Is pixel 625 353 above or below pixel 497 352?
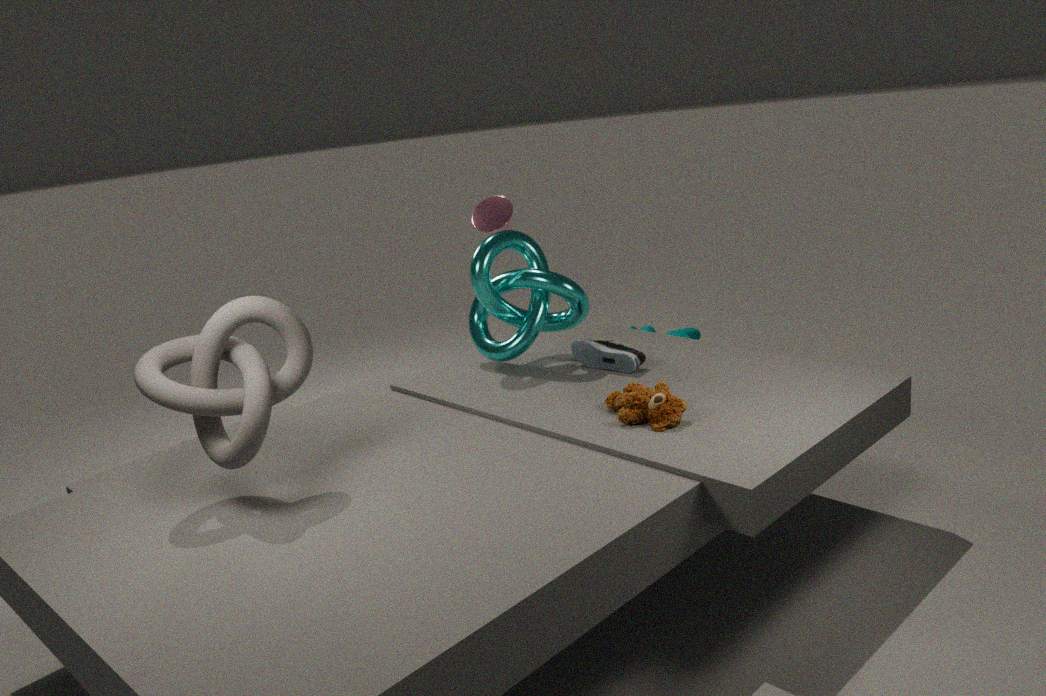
below
